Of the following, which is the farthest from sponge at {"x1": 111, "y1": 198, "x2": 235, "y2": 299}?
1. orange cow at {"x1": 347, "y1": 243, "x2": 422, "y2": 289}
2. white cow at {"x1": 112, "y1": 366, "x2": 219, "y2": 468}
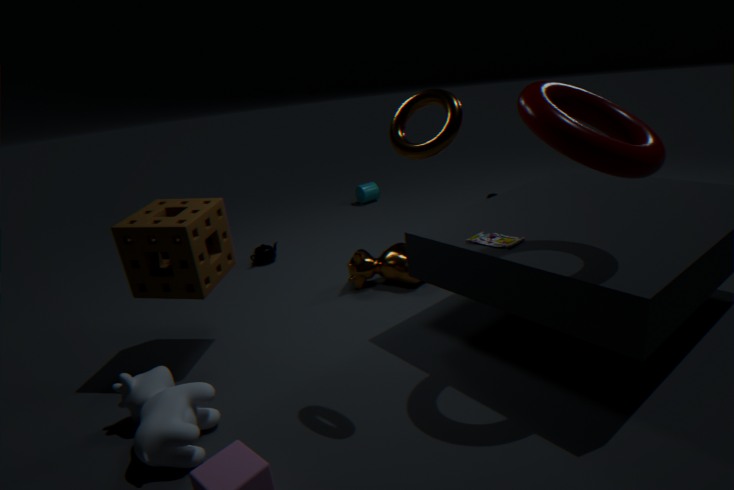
orange cow at {"x1": 347, "y1": 243, "x2": 422, "y2": 289}
